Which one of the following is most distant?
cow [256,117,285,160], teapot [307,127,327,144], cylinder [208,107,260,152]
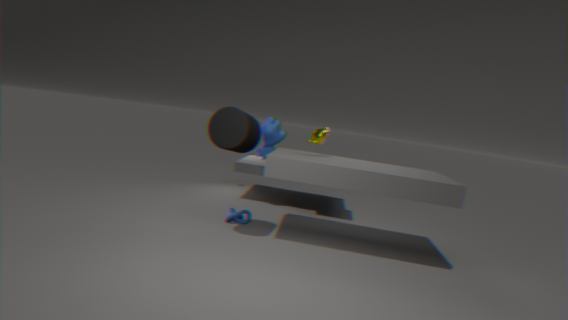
cow [256,117,285,160]
